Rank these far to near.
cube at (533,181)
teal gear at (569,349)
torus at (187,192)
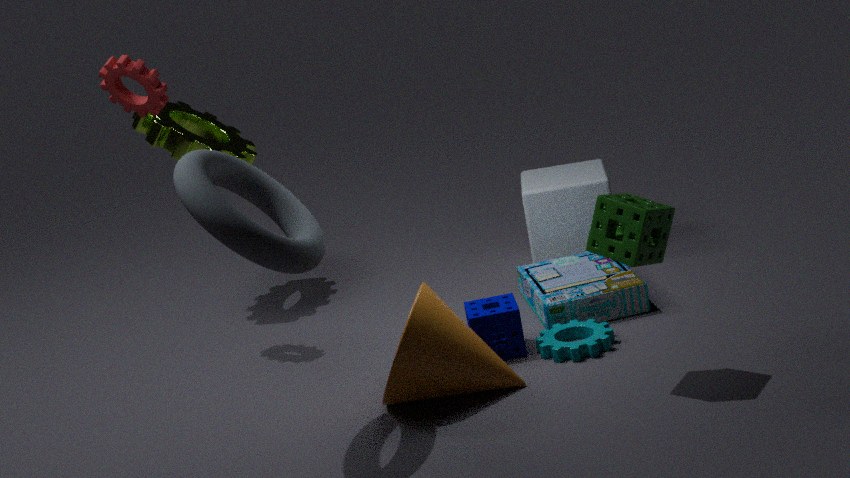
cube at (533,181), teal gear at (569,349), torus at (187,192)
